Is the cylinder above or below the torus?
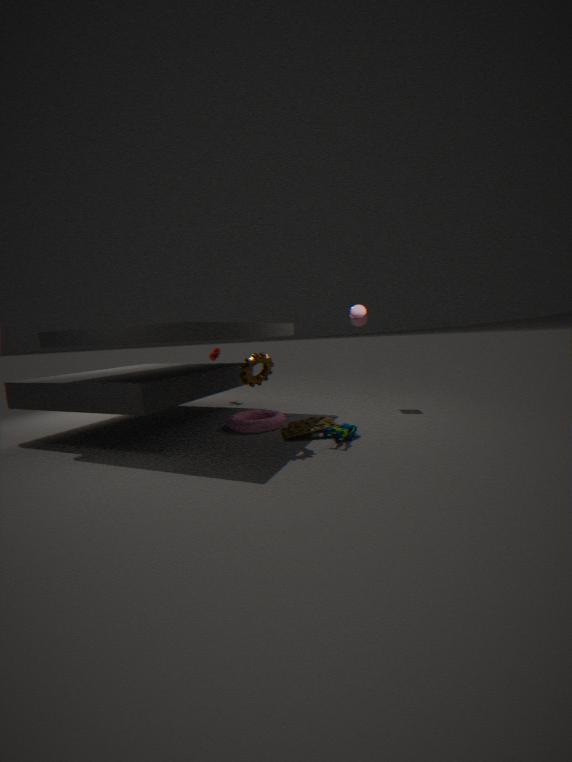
above
